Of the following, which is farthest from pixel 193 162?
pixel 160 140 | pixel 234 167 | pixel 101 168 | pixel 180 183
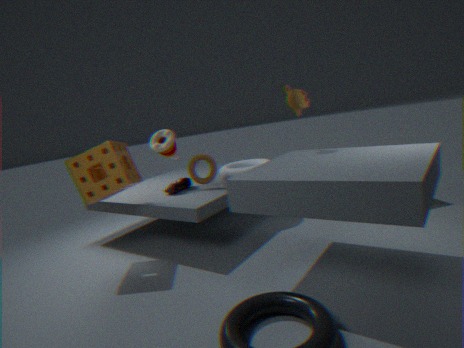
pixel 101 168
